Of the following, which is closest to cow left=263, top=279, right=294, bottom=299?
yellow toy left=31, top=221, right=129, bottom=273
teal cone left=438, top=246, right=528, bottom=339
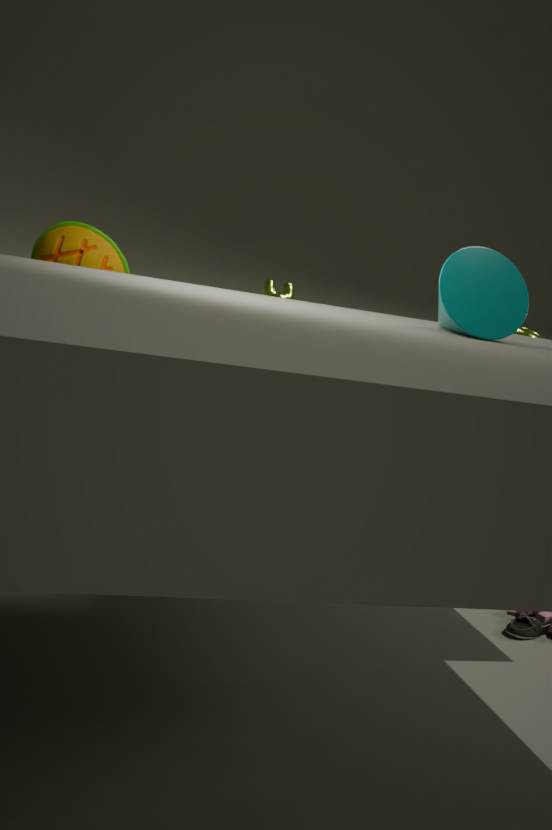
yellow toy left=31, top=221, right=129, bottom=273
